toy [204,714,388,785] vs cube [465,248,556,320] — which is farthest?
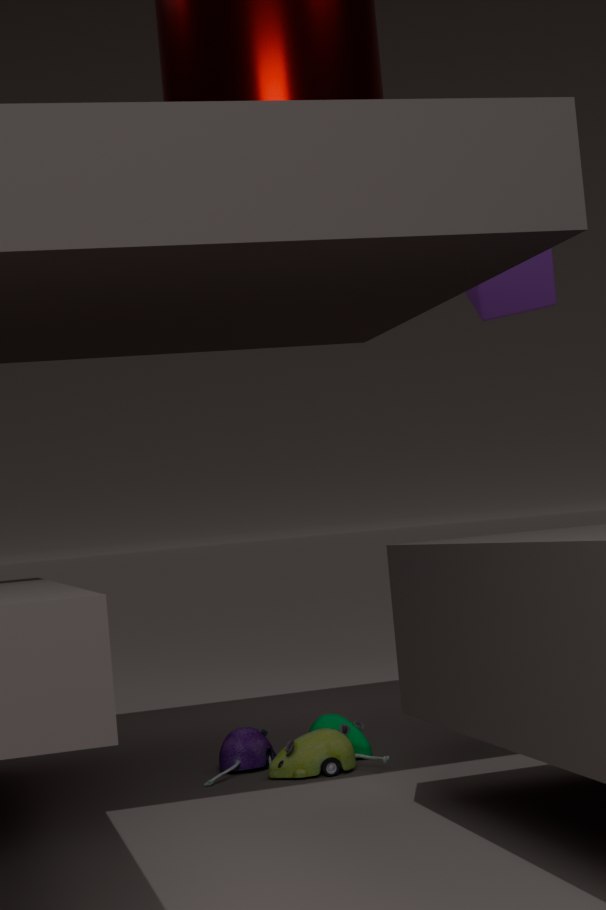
cube [465,248,556,320]
